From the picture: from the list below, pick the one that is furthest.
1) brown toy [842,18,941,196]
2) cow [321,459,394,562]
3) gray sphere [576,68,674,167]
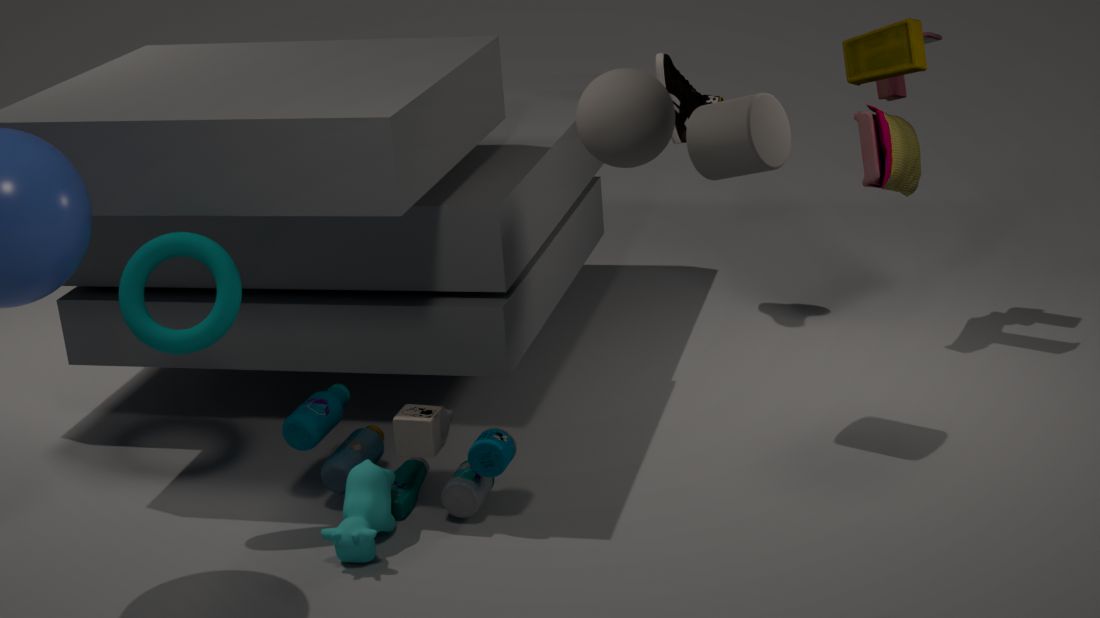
1. brown toy [842,18,941,196]
